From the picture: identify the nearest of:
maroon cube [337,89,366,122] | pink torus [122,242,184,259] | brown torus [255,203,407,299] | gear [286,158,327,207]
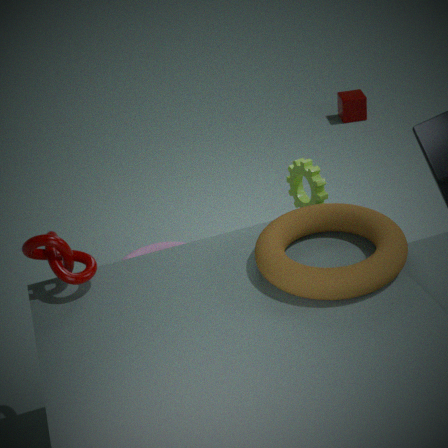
brown torus [255,203,407,299]
